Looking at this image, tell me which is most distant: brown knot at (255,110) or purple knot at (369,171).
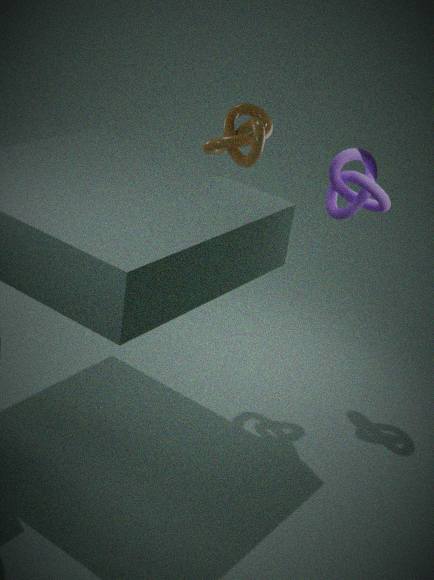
purple knot at (369,171)
